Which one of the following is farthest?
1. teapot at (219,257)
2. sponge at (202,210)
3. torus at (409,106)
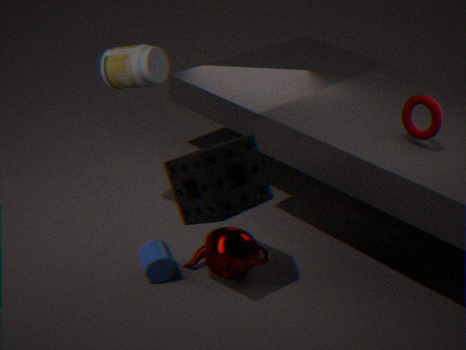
torus at (409,106)
